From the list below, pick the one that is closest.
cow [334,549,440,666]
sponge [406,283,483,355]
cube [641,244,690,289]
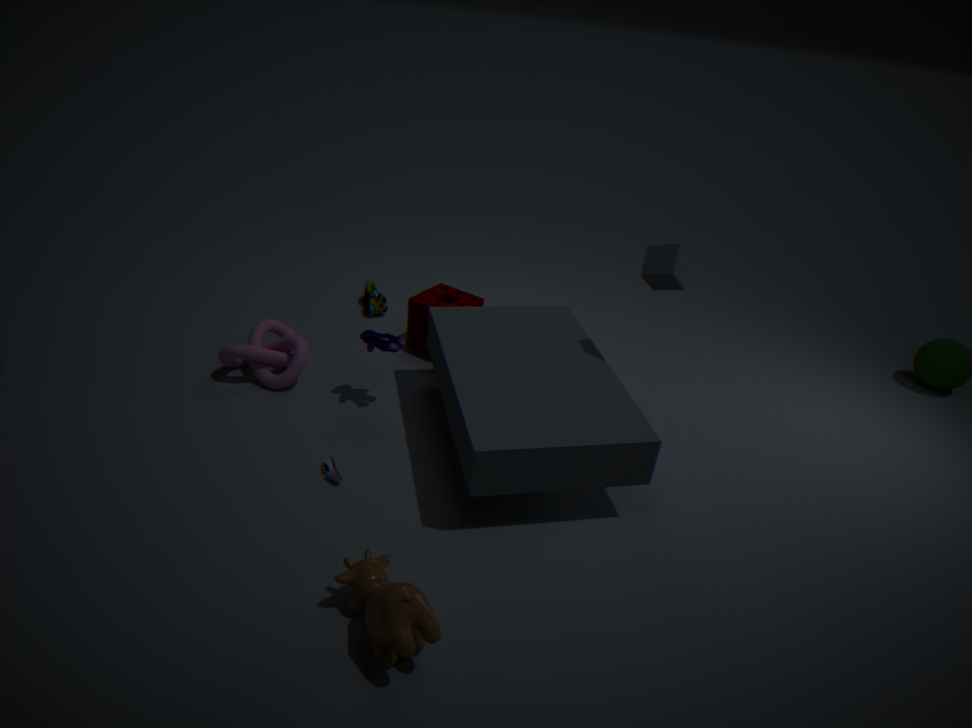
cow [334,549,440,666]
